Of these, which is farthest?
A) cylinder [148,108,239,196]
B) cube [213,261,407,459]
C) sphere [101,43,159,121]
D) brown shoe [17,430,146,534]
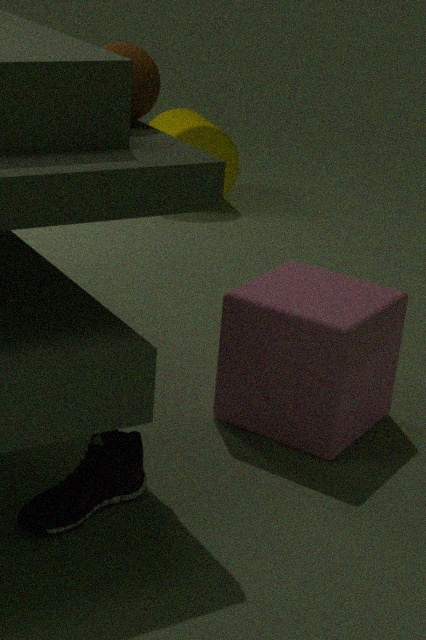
cylinder [148,108,239,196]
